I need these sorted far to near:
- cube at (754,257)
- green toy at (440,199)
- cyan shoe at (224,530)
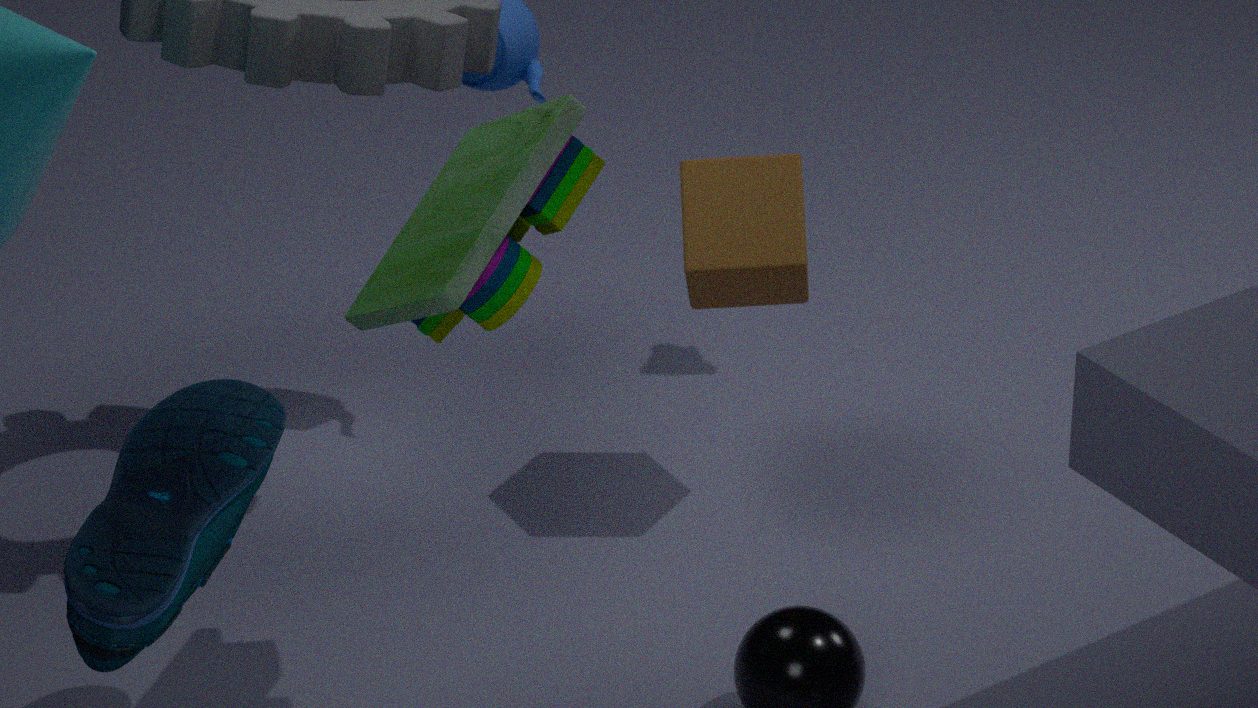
cube at (754,257)
green toy at (440,199)
cyan shoe at (224,530)
